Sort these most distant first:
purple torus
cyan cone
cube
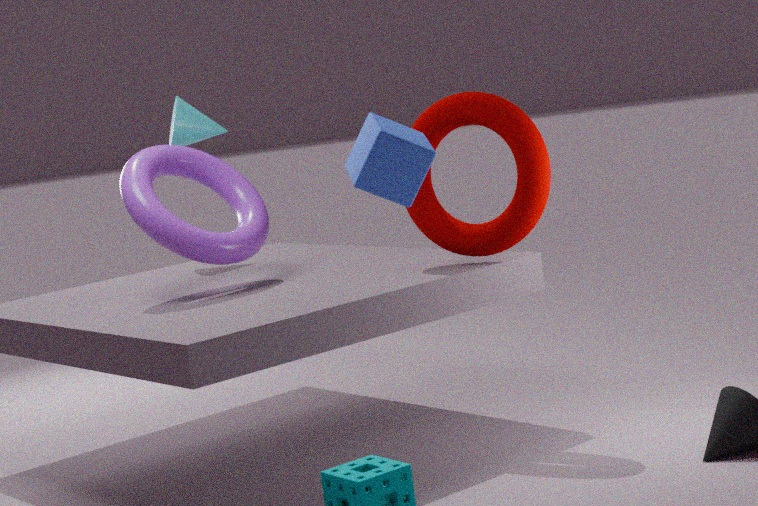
cyan cone, purple torus, cube
